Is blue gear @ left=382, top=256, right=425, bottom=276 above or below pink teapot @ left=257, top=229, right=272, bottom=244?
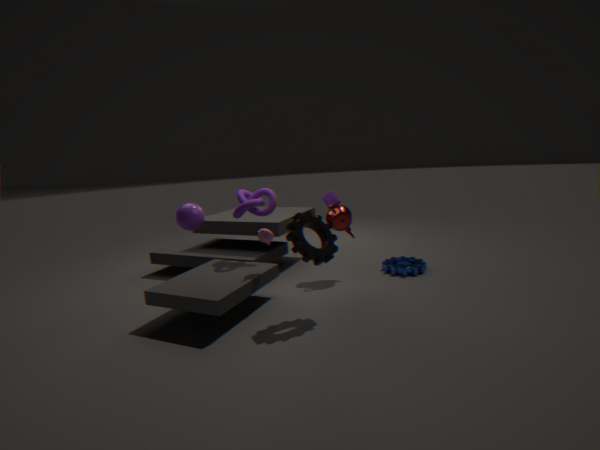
below
